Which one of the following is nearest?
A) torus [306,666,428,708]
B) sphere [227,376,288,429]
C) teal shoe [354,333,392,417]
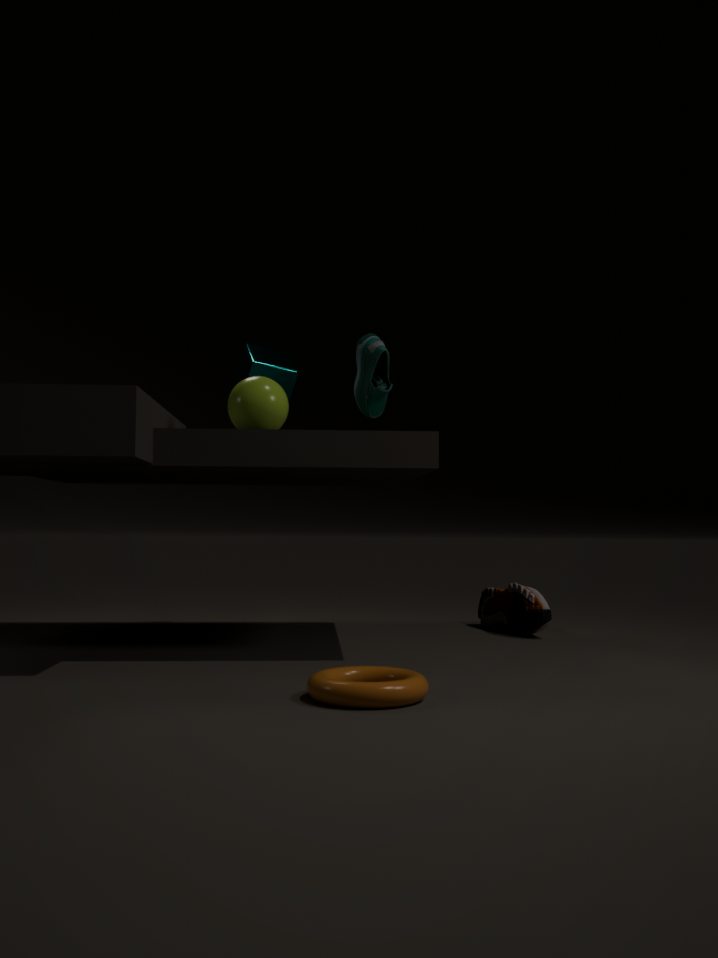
torus [306,666,428,708]
